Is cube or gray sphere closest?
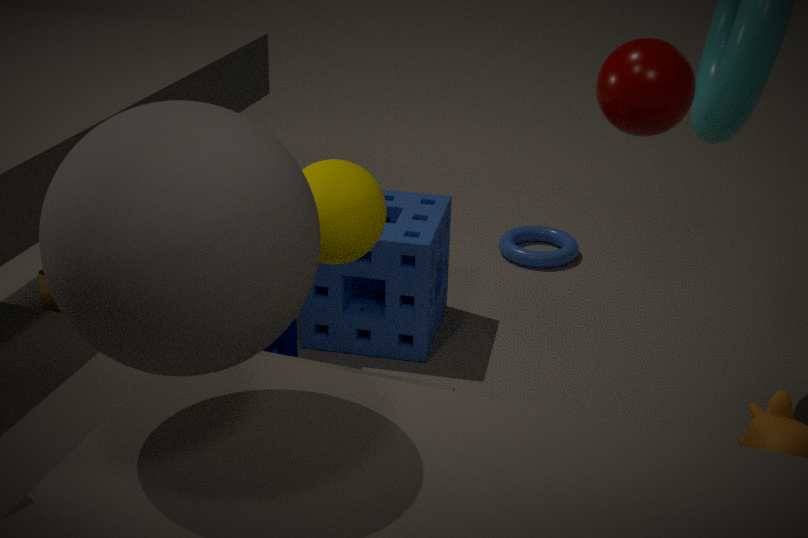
gray sphere
